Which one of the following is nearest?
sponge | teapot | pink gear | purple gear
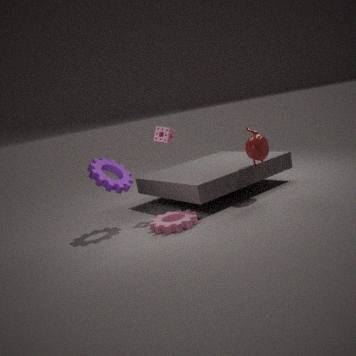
pink gear
